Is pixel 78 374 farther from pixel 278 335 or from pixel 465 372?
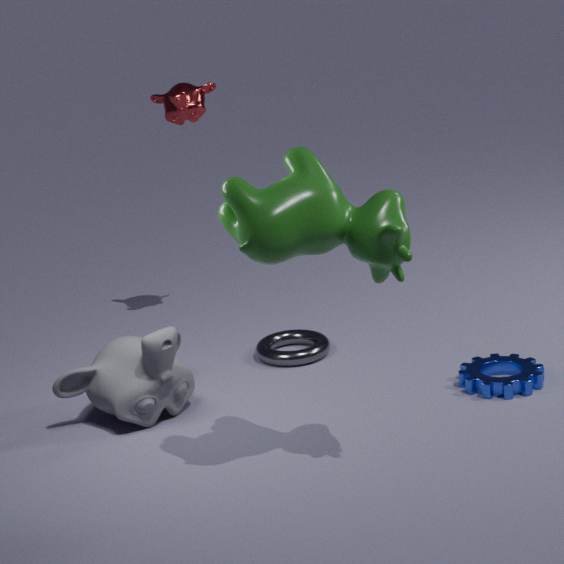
pixel 465 372
